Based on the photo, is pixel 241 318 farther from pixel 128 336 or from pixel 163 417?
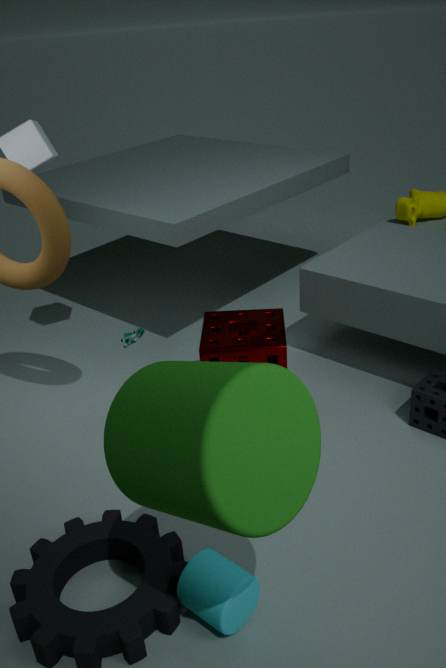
pixel 163 417
